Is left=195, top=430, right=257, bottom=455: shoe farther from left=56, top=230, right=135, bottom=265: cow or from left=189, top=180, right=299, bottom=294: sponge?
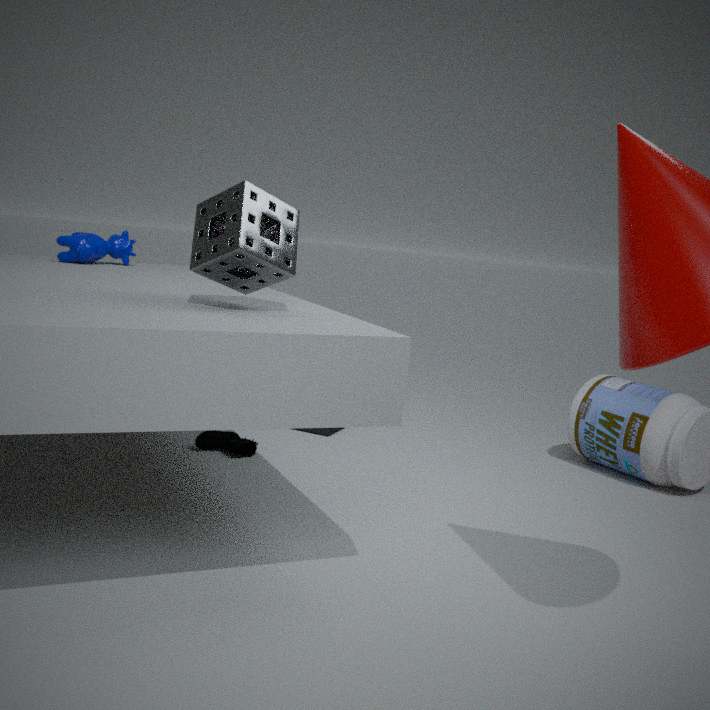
left=189, top=180, right=299, bottom=294: sponge
